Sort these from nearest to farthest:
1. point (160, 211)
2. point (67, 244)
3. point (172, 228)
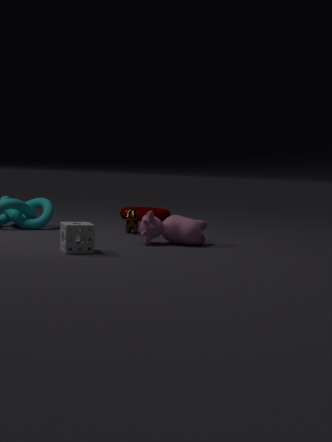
1. point (67, 244)
2. point (172, 228)
3. point (160, 211)
